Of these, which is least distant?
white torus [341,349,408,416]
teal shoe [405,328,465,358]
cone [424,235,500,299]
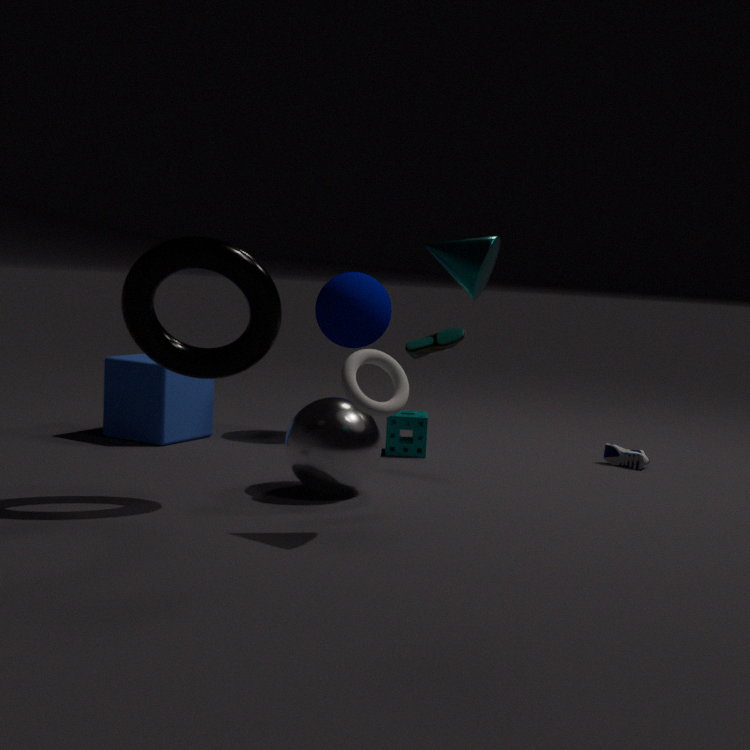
cone [424,235,500,299]
